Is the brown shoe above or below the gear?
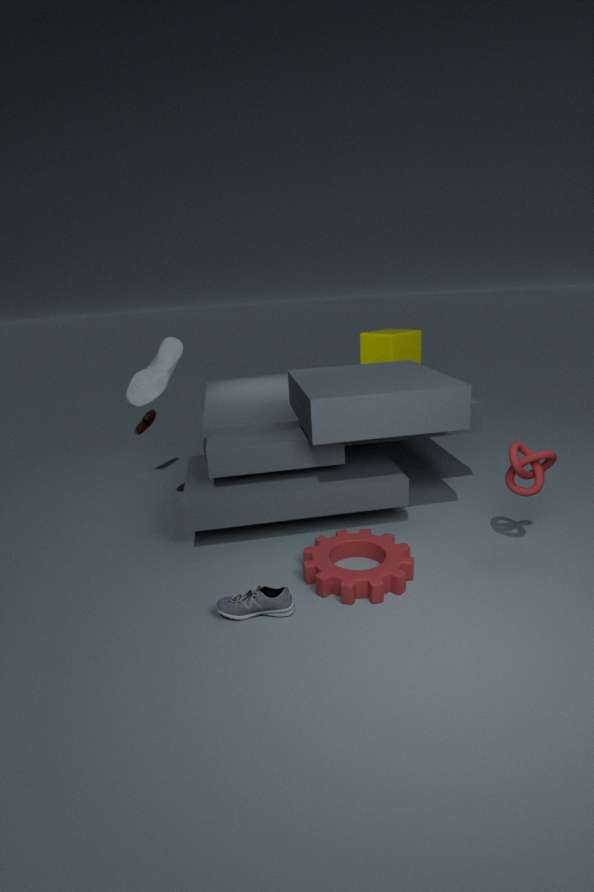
above
